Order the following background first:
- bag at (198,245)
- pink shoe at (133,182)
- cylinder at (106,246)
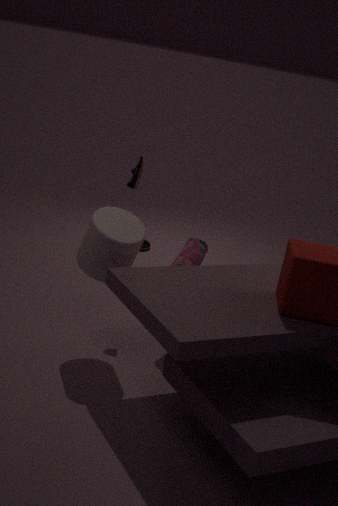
pink shoe at (133,182)
bag at (198,245)
cylinder at (106,246)
